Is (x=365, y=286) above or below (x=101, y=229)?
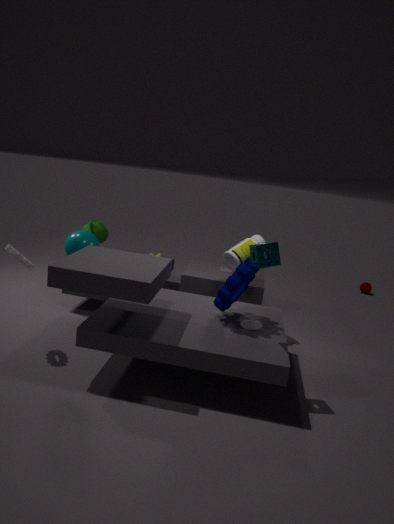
below
